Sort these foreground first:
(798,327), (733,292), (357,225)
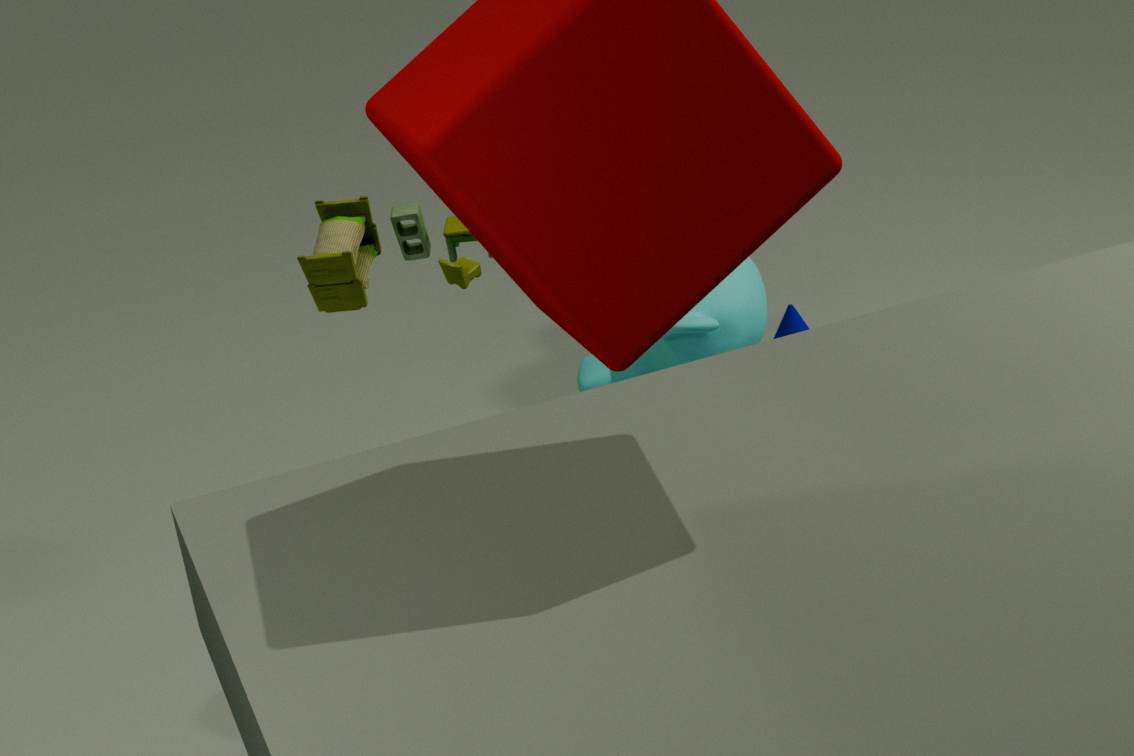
(798,327) < (357,225) < (733,292)
